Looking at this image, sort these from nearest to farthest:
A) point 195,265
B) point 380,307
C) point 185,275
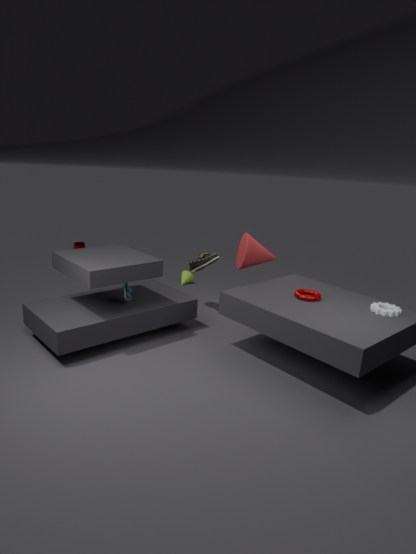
point 380,307, point 195,265, point 185,275
